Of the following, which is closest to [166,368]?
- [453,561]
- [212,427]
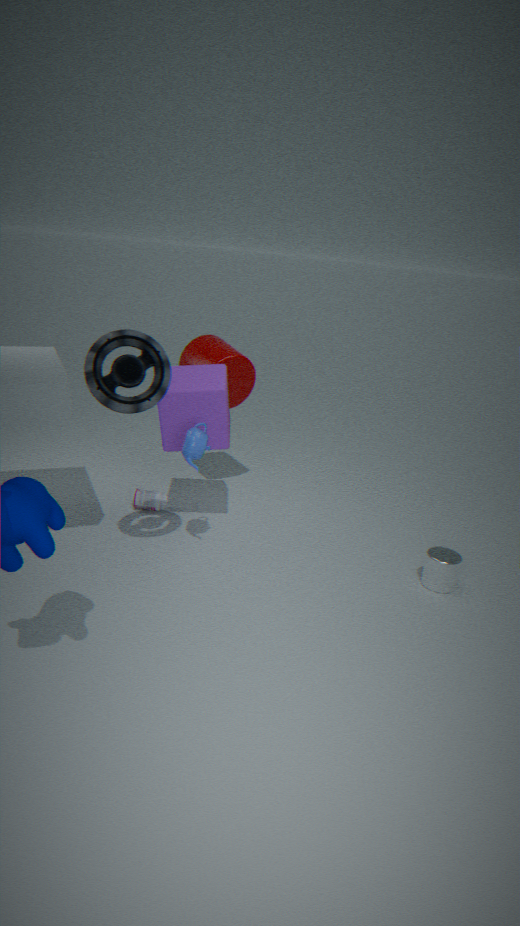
[212,427]
